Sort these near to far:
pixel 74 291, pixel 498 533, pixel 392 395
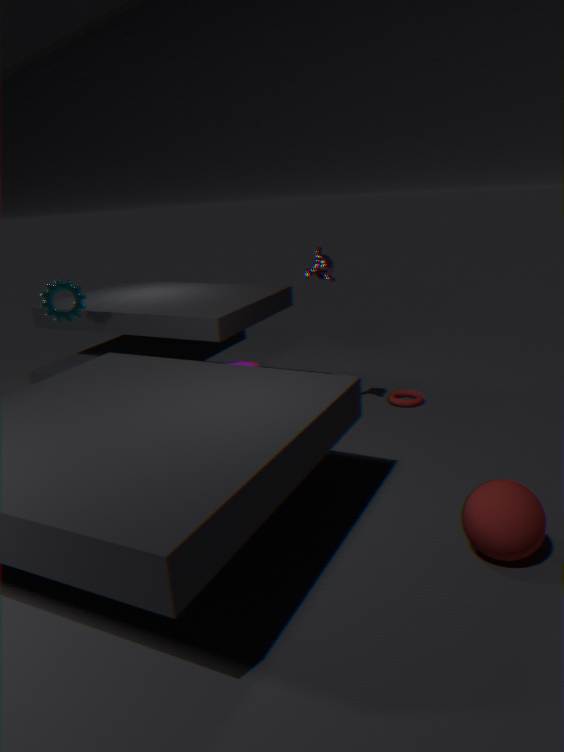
pixel 498 533, pixel 74 291, pixel 392 395
